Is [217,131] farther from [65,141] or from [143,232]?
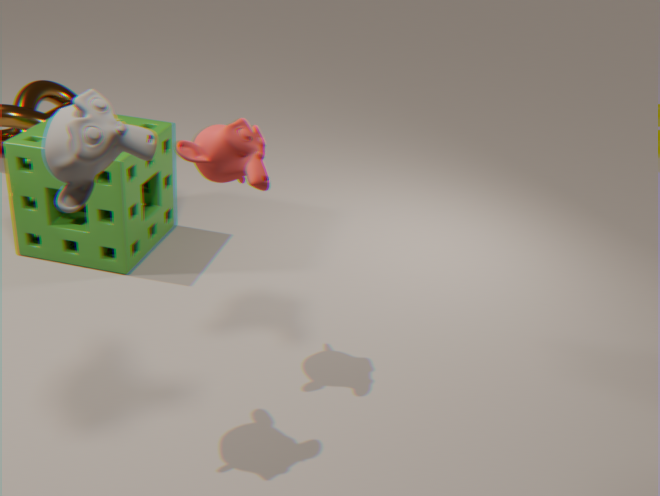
[143,232]
